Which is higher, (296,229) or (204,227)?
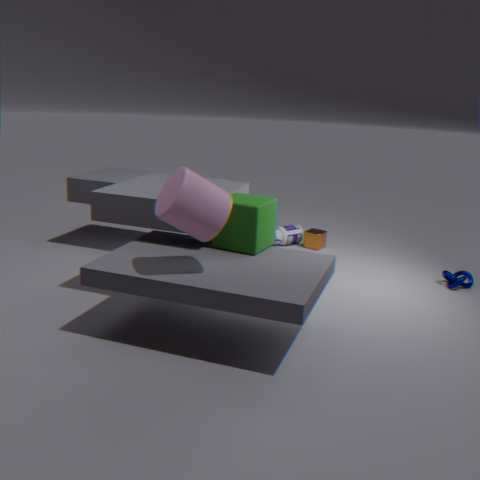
(204,227)
